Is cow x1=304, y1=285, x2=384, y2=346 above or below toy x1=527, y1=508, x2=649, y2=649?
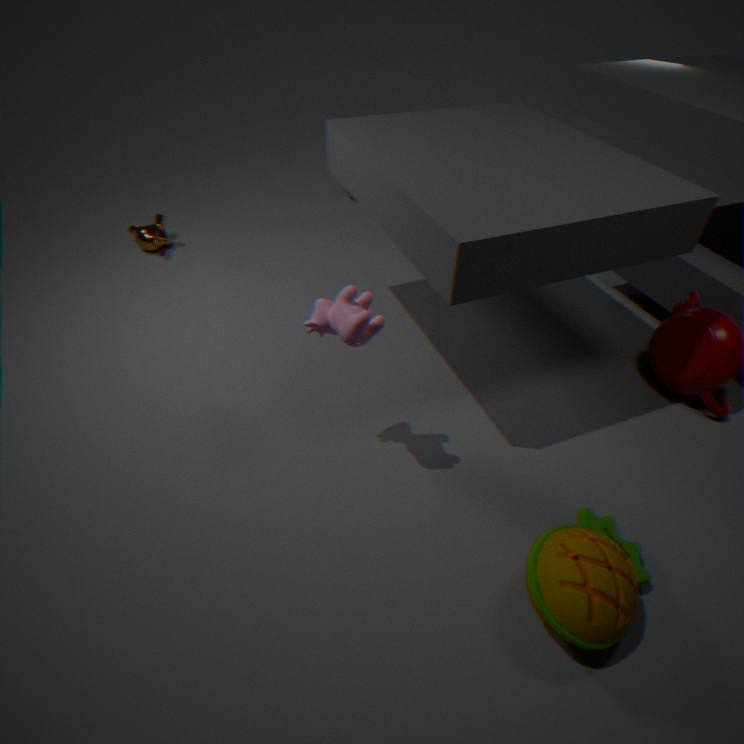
→ above
